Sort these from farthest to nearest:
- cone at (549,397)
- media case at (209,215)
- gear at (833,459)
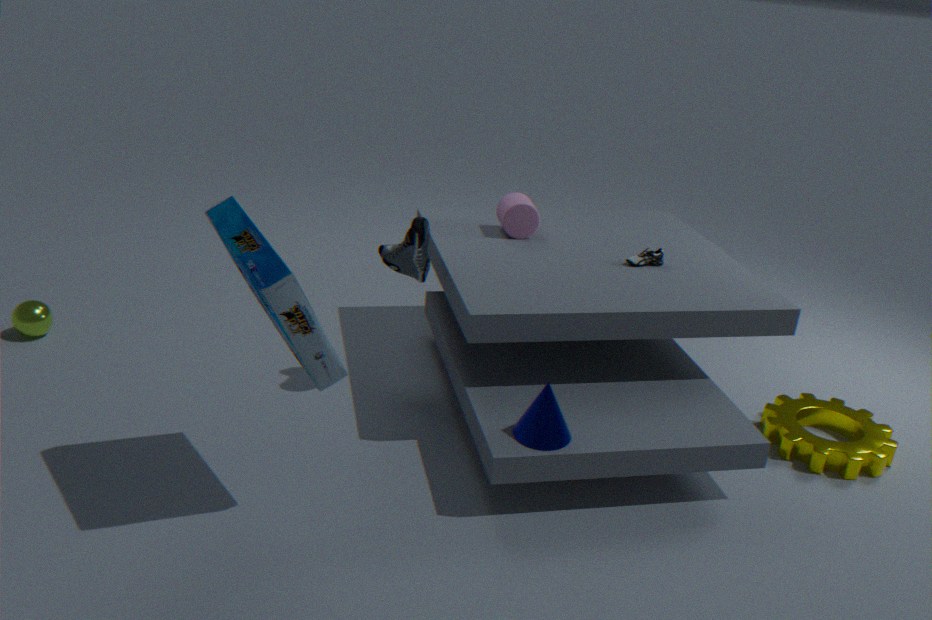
gear at (833,459), cone at (549,397), media case at (209,215)
